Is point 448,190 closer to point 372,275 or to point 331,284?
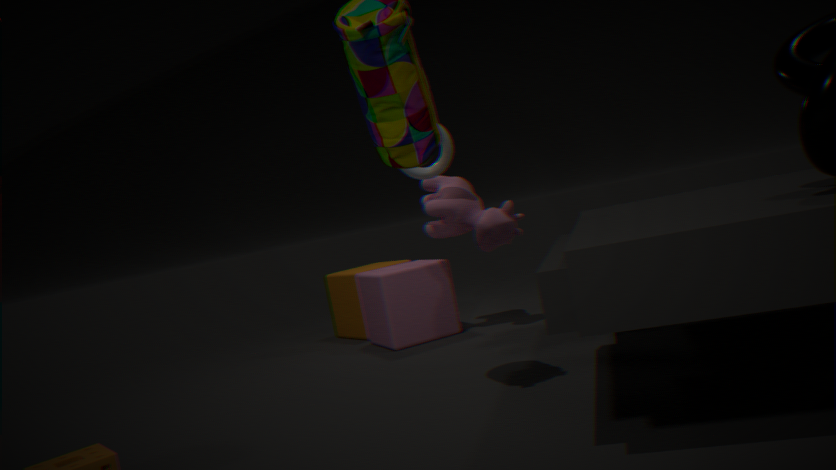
point 372,275
